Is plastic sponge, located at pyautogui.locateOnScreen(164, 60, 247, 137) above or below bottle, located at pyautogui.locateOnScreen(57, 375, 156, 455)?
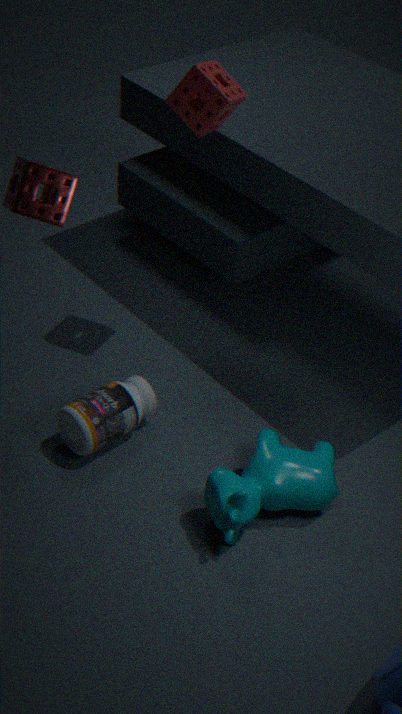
above
